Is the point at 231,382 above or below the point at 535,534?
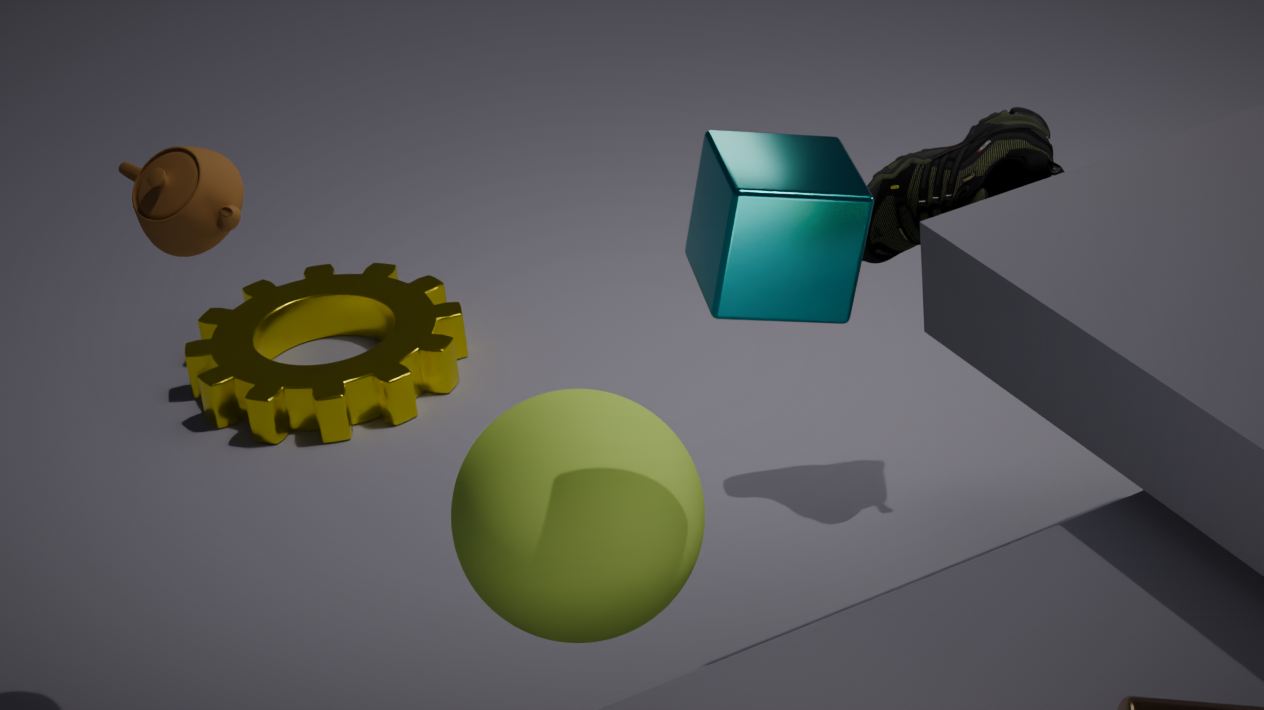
below
